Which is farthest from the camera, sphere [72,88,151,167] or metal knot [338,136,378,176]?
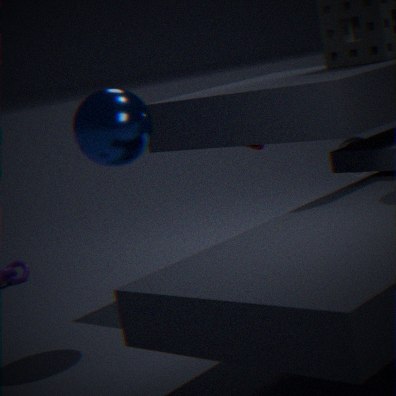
metal knot [338,136,378,176]
